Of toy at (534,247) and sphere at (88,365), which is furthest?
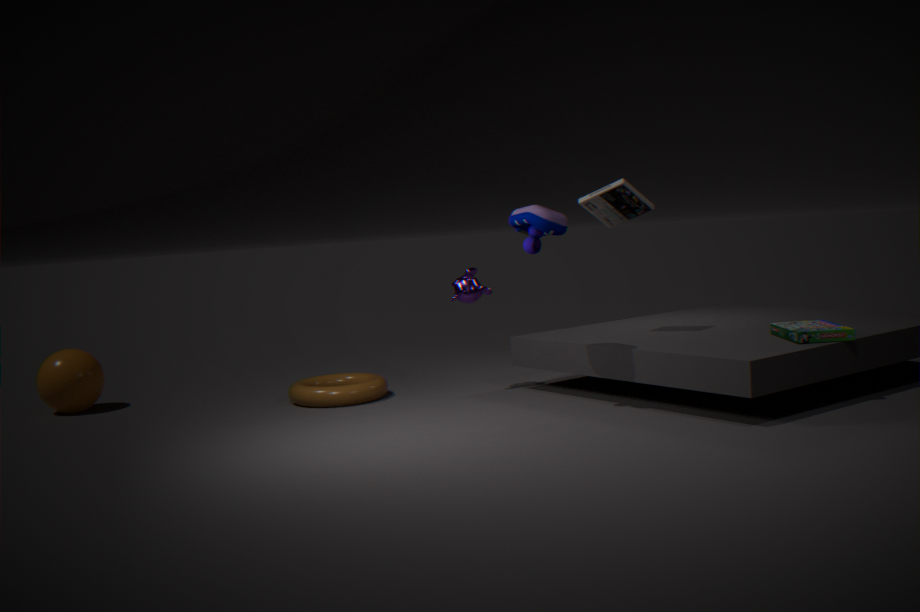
sphere at (88,365)
